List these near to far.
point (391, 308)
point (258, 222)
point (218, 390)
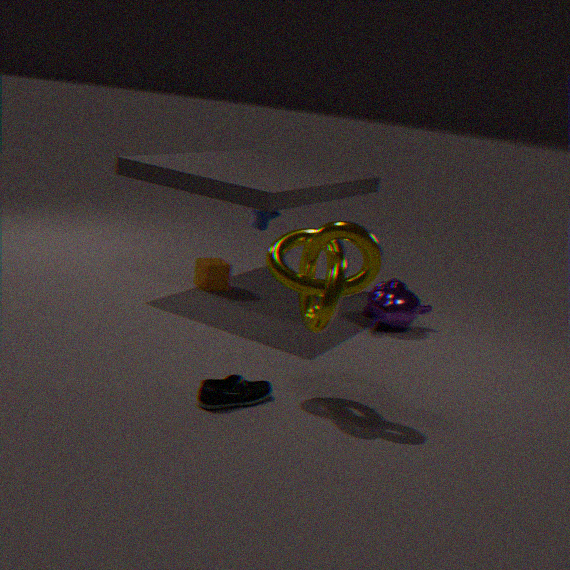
point (218, 390), point (391, 308), point (258, 222)
